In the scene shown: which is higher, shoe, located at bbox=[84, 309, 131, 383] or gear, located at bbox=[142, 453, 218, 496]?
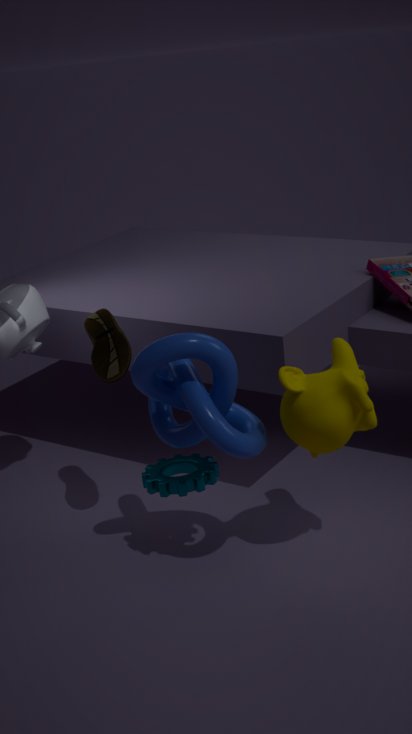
shoe, located at bbox=[84, 309, 131, 383]
